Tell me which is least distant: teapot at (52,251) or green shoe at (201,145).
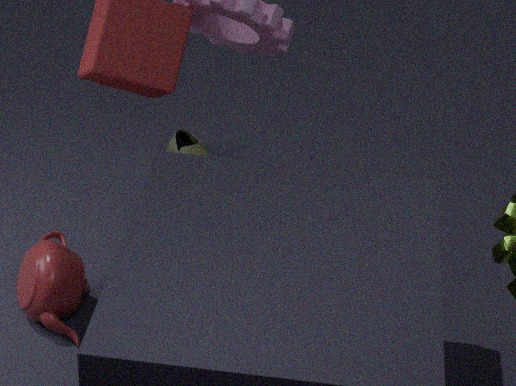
teapot at (52,251)
